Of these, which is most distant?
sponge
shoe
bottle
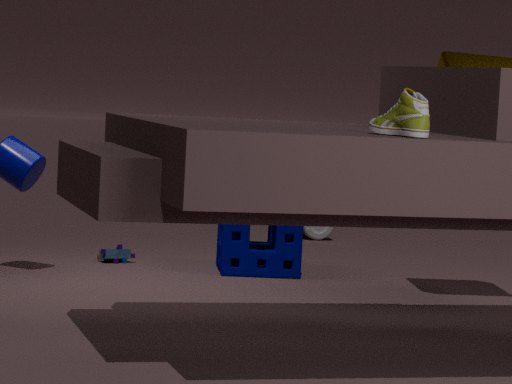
bottle
